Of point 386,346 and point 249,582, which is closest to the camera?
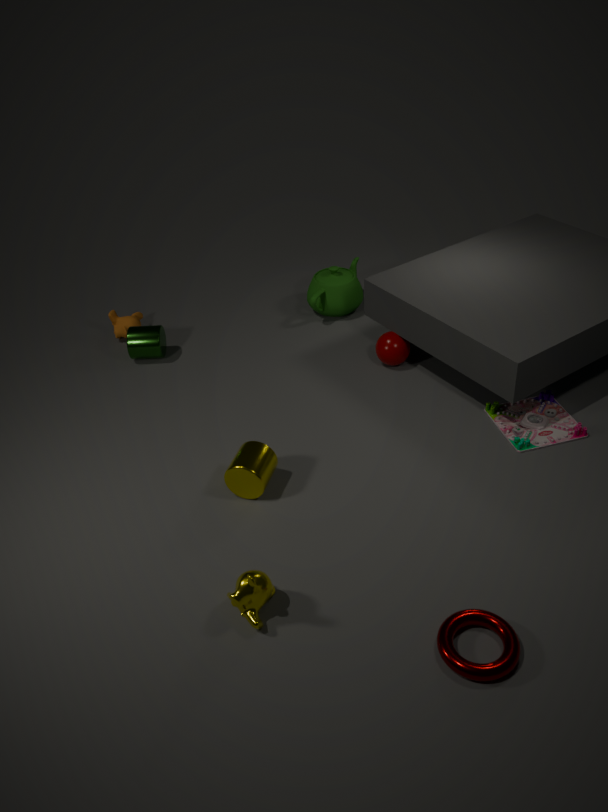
point 249,582
